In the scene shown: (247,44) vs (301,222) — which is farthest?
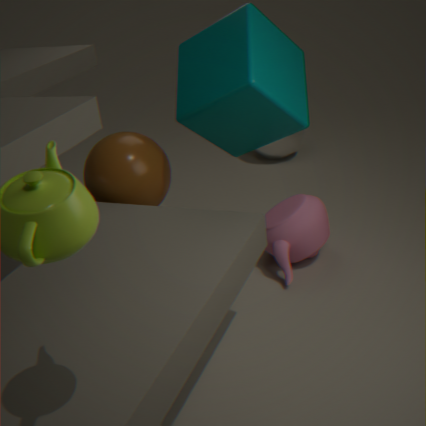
(301,222)
